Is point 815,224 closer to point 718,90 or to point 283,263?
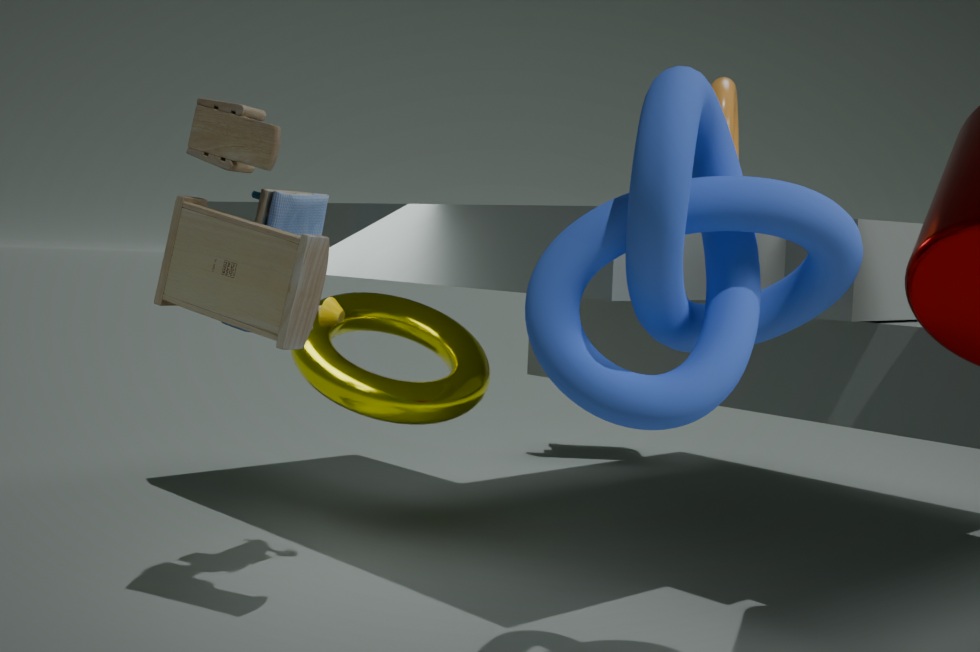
point 718,90
